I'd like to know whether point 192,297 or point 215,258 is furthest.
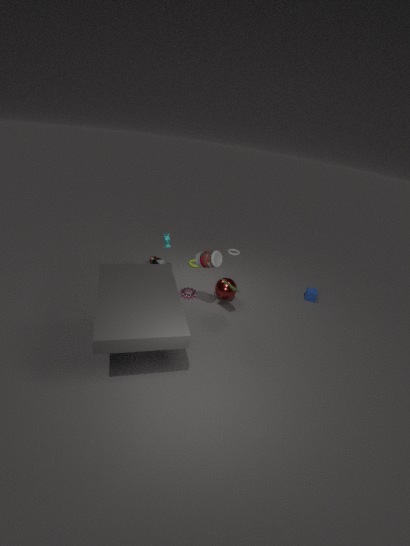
point 192,297
